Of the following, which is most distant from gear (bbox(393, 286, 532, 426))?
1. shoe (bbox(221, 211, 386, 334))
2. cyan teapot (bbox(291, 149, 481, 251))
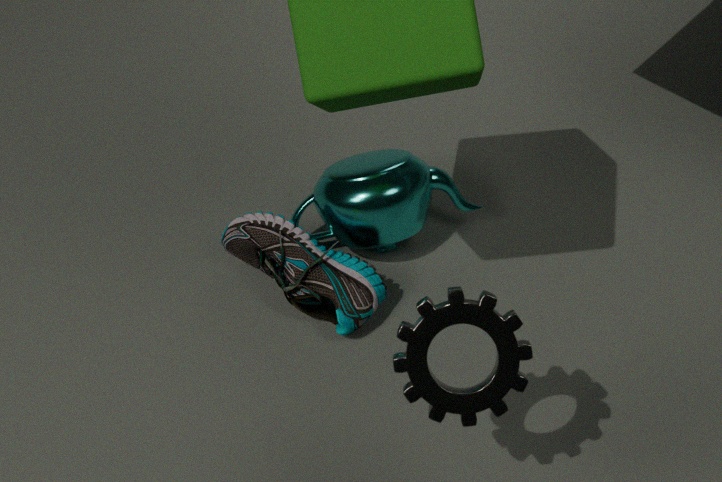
cyan teapot (bbox(291, 149, 481, 251))
